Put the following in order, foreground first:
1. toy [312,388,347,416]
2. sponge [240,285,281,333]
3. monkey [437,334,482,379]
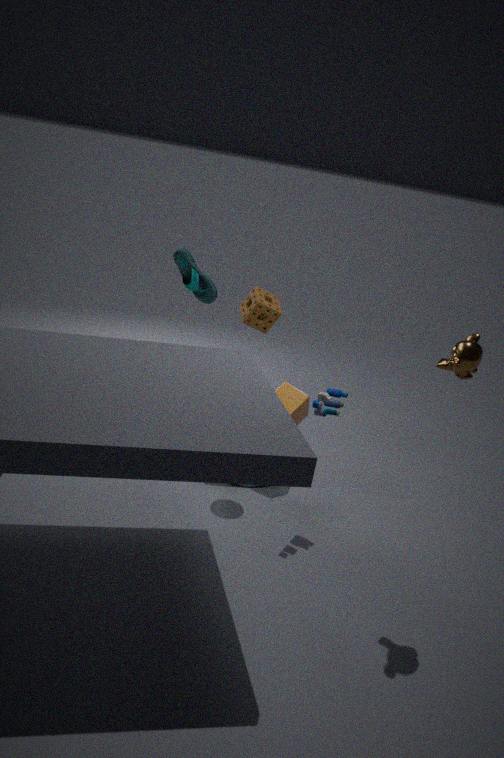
monkey [437,334,482,379], toy [312,388,347,416], sponge [240,285,281,333]
